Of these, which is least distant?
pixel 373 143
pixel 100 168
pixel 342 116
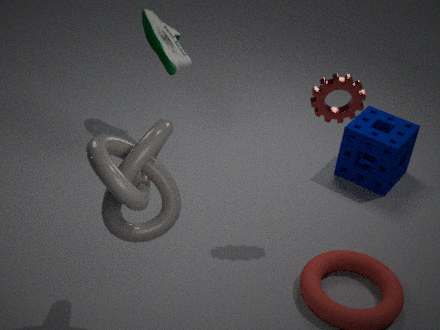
pixel 100 168
